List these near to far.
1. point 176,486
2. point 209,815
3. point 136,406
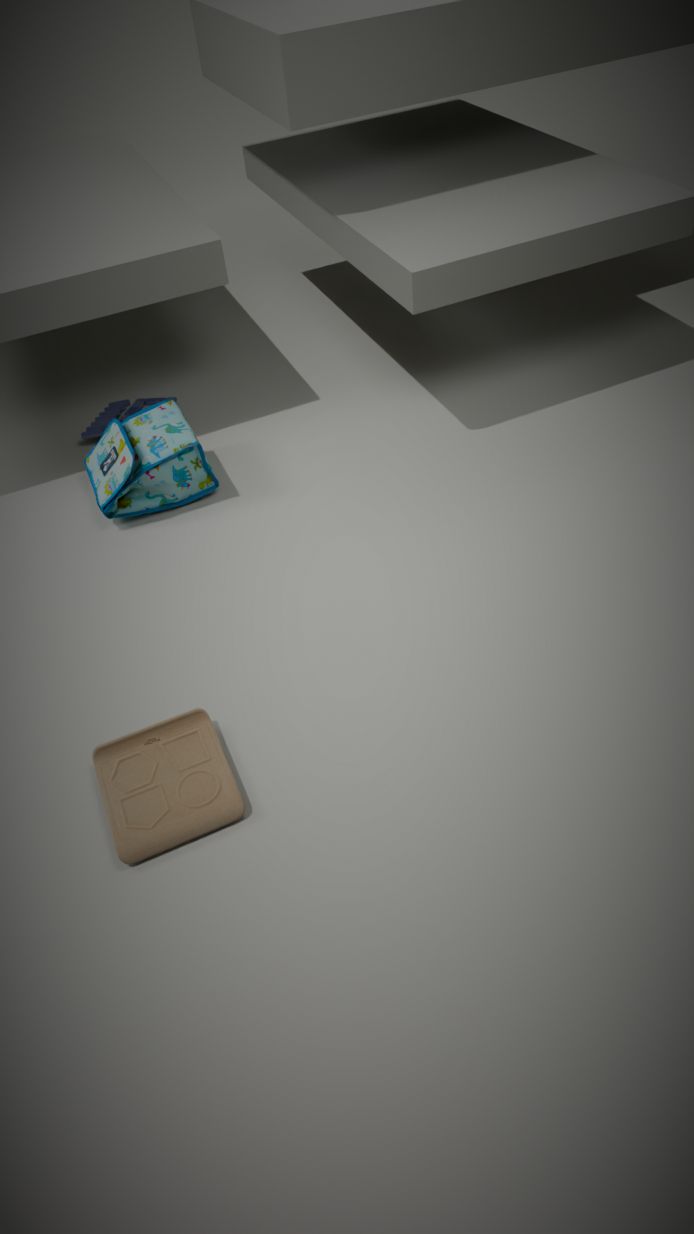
point 209,815 → point 176,486 → point 136,406
